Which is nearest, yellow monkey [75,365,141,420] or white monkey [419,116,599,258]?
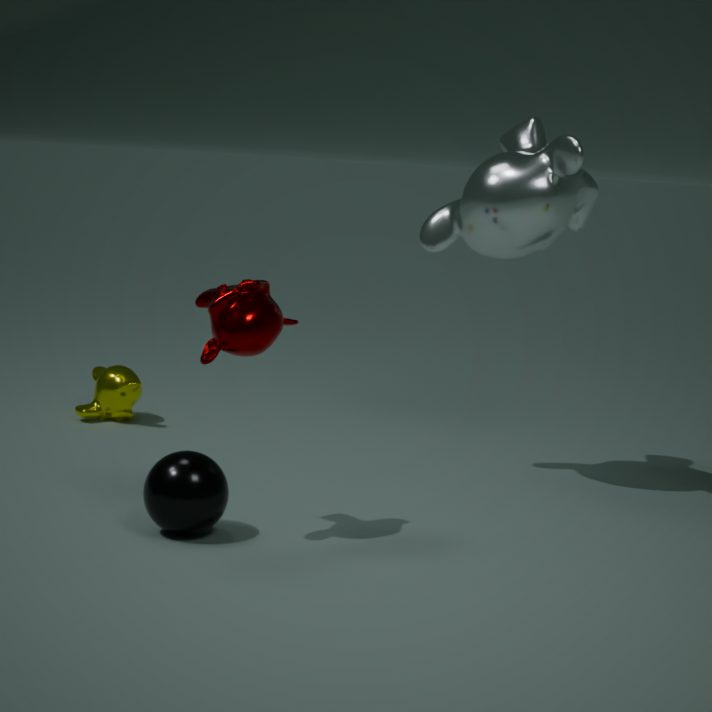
white monkey [419,116,599,258]
